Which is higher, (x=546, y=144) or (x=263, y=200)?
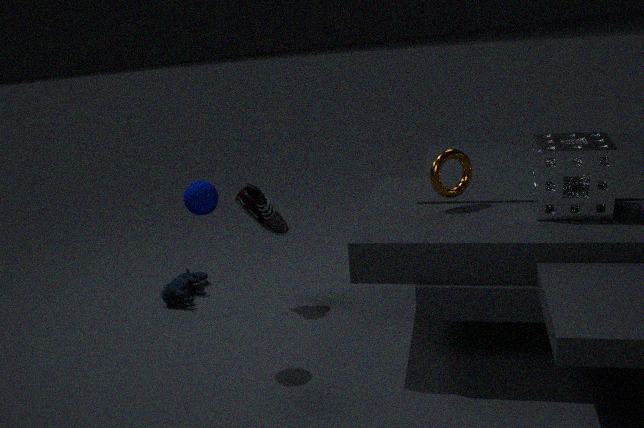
(x=546, y=144)
